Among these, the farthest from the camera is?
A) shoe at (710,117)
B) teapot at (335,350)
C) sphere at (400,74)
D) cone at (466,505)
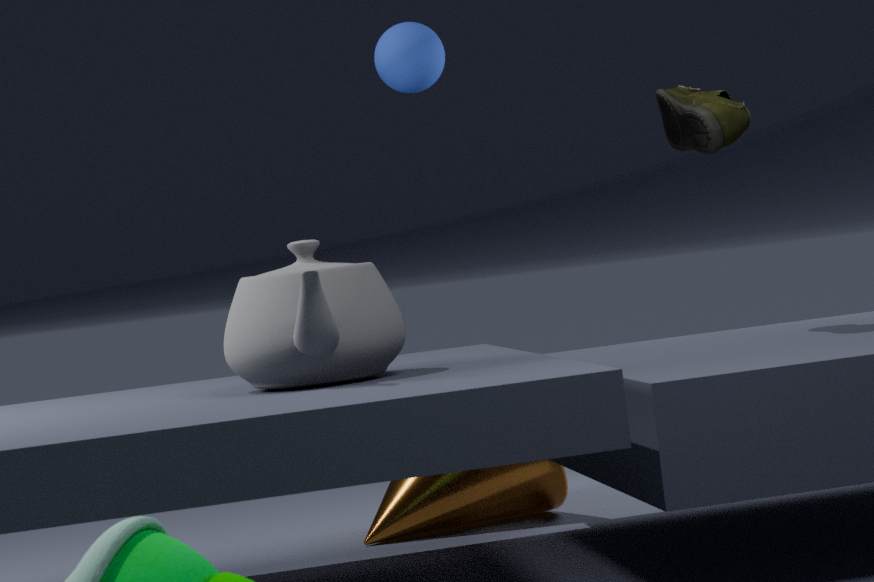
sphere at (400,74)
